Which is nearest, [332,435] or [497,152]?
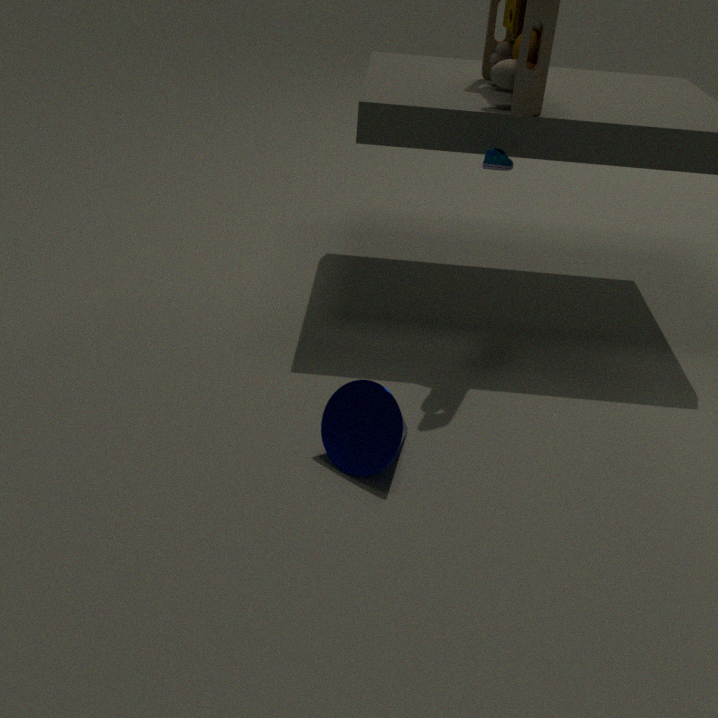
[332,435]
